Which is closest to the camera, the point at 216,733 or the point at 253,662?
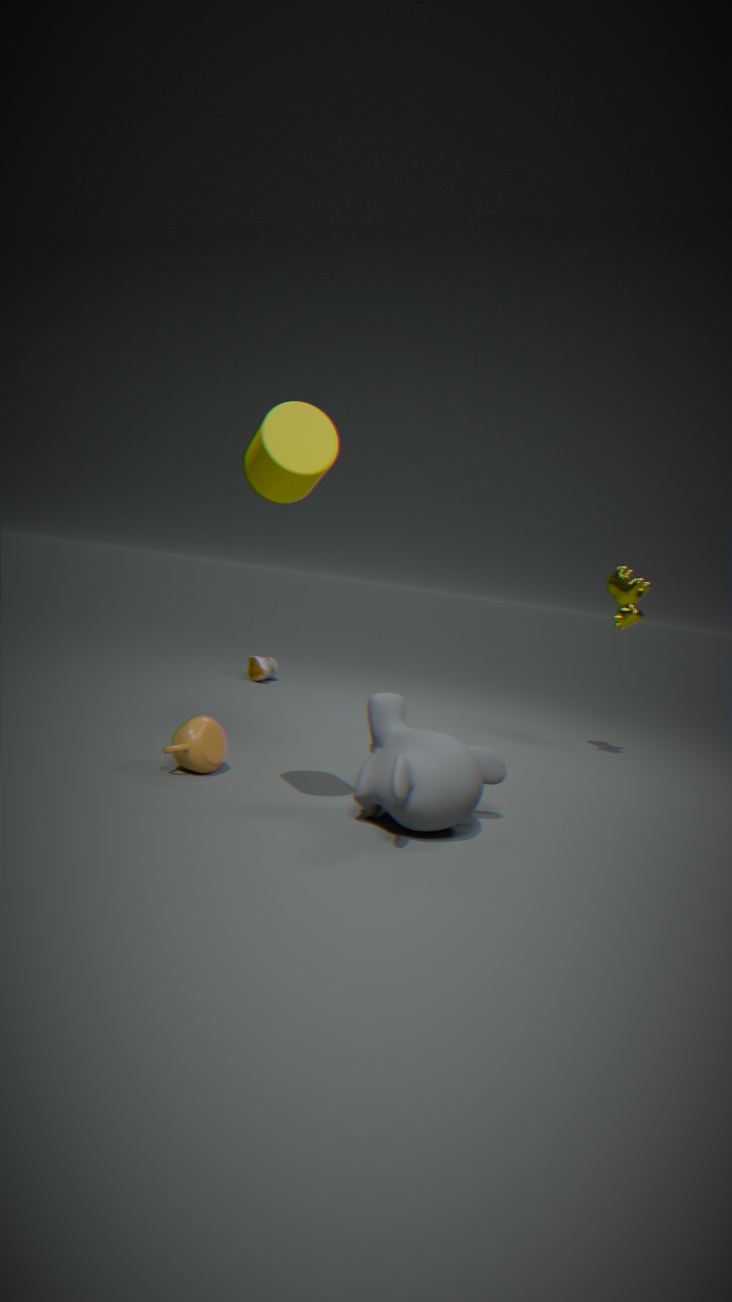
the point at 216,733
